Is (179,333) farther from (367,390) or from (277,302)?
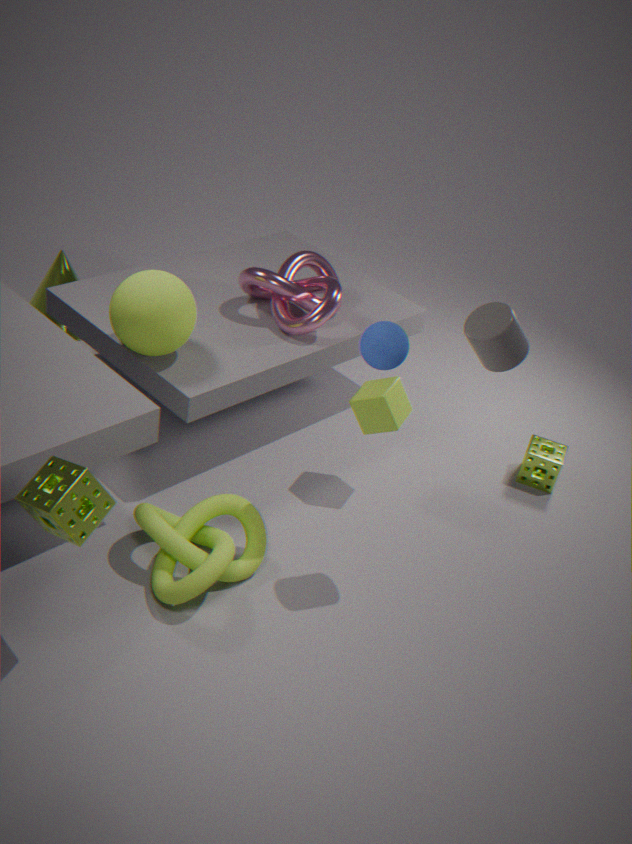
(367,390)
